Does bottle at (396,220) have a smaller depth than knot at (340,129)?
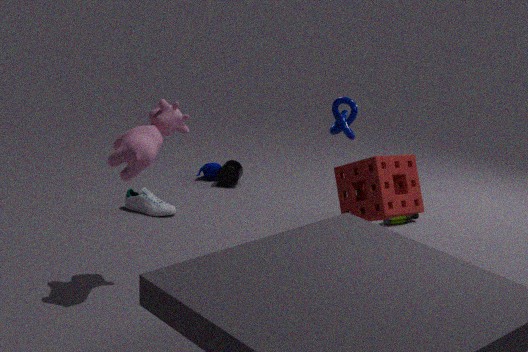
No
